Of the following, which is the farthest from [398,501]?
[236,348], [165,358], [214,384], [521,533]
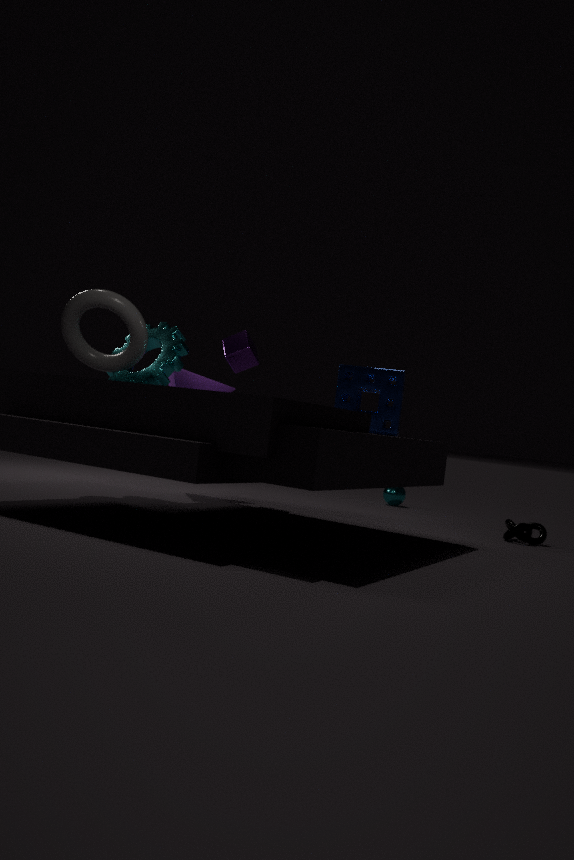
[165,358]
